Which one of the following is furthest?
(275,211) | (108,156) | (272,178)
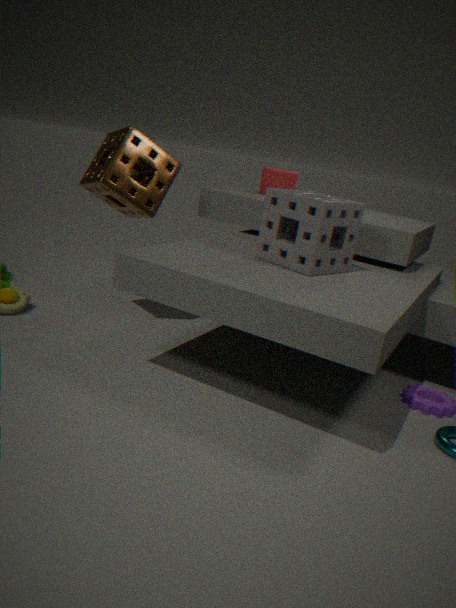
(272,178)
